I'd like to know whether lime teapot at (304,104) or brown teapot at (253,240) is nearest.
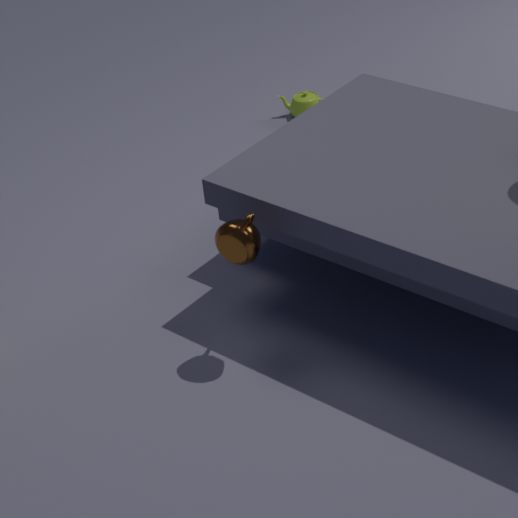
brown teapot at (253,240)
